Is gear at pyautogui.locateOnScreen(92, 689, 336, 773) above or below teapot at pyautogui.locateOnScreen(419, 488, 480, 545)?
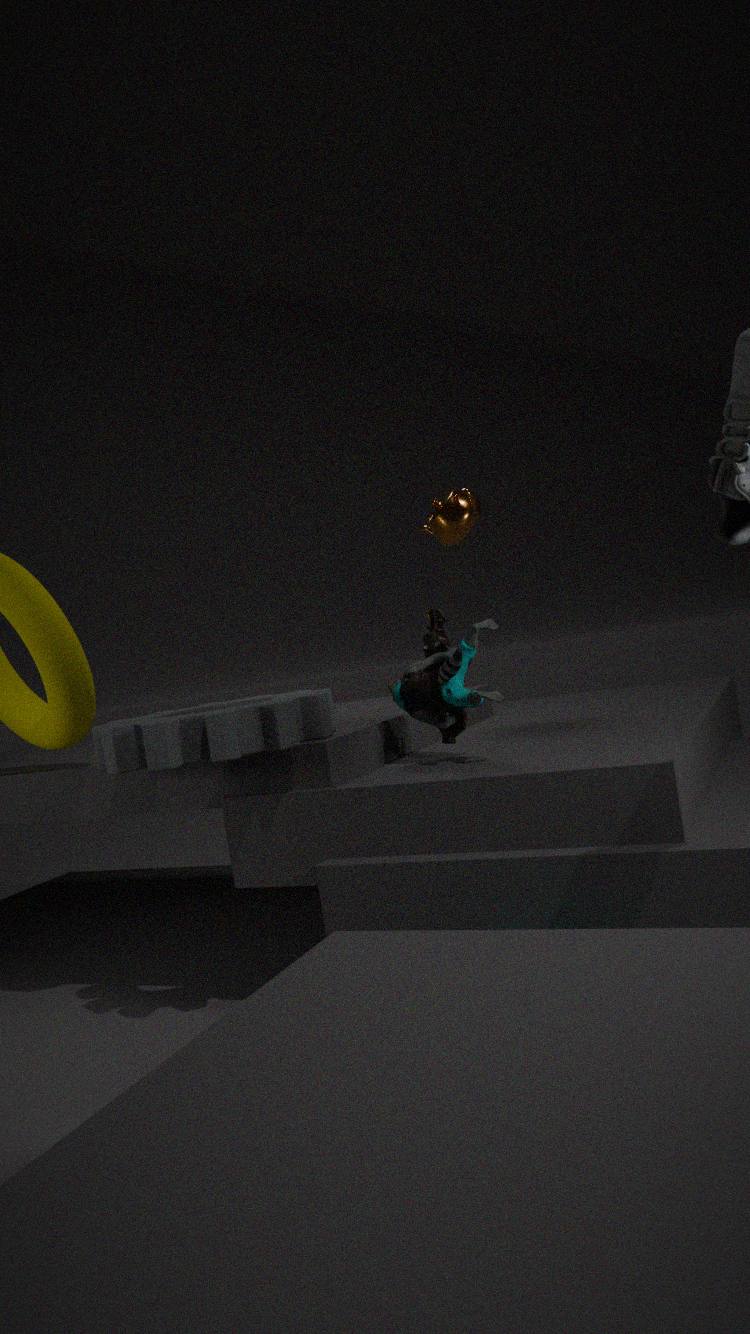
below
